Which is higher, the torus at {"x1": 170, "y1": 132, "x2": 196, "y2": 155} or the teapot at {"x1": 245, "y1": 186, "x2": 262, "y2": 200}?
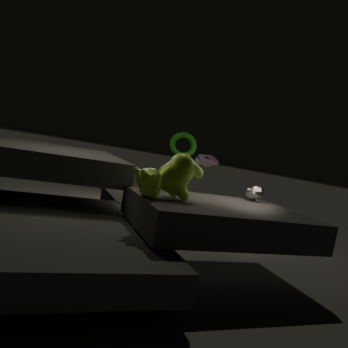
the torus at {"x1": 170, "y1": 132, "x2": 196, "y2": 155}
